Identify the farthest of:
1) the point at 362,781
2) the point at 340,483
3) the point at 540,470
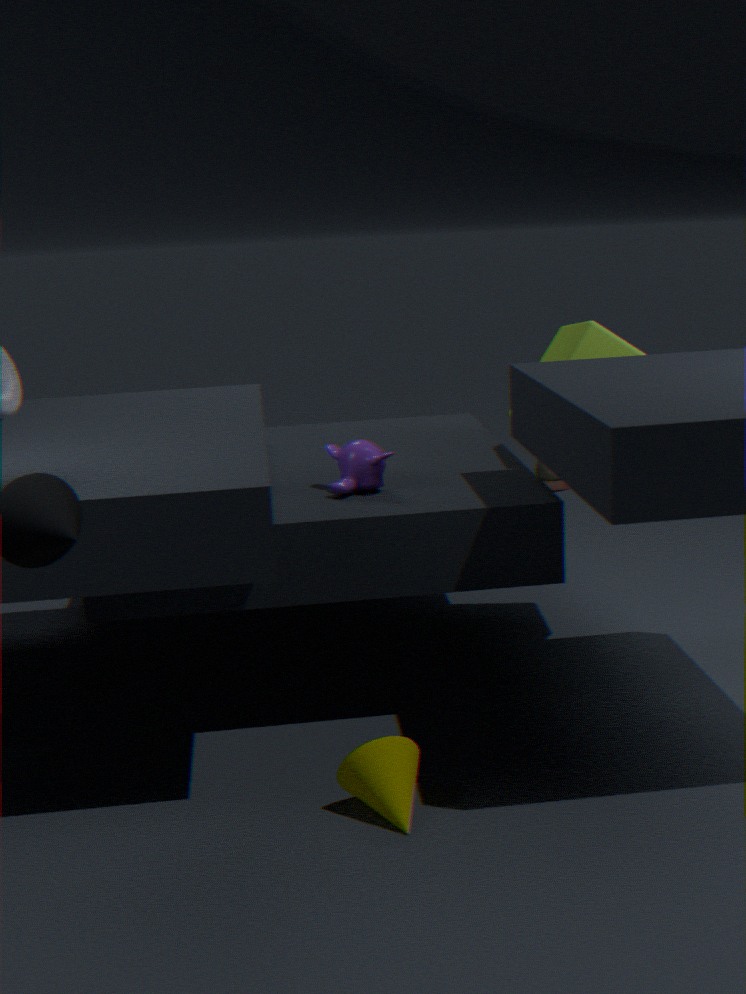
3. the point at 540,470
